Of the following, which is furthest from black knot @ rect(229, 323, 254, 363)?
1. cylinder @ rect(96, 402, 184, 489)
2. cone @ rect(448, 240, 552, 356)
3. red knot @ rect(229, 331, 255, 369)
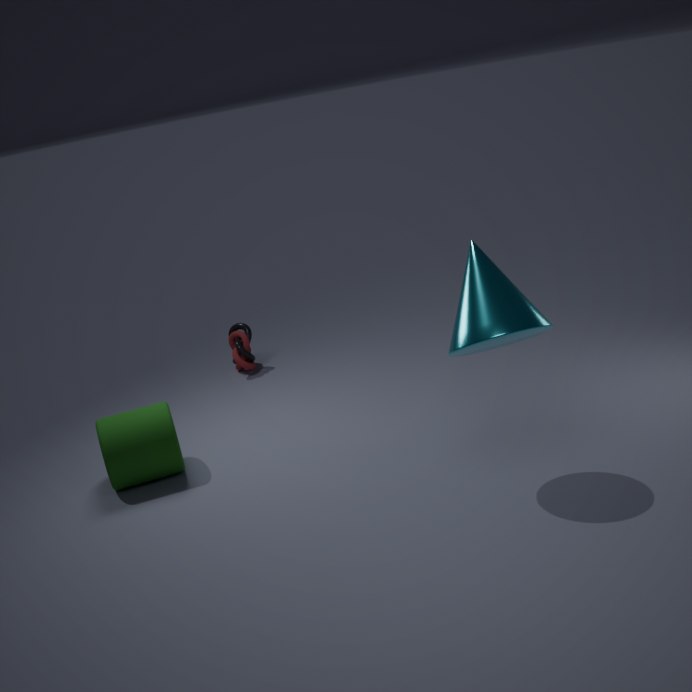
cone @ rect(448, 240, 552, 356)
